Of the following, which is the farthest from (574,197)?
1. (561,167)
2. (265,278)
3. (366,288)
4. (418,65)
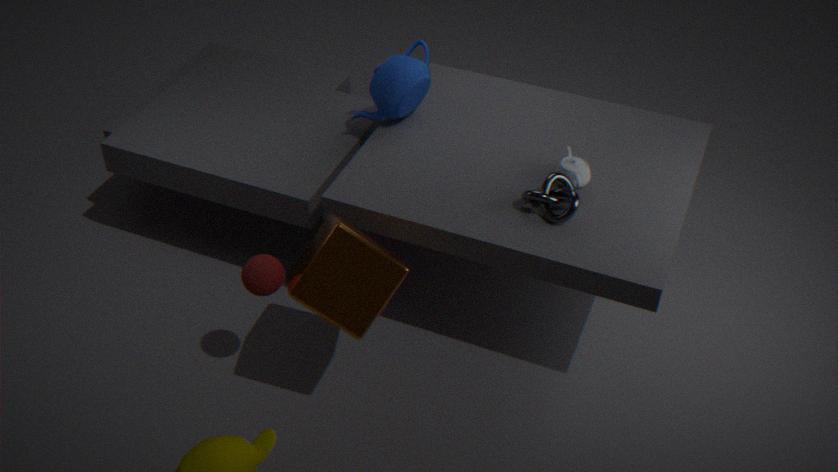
(265,278)
